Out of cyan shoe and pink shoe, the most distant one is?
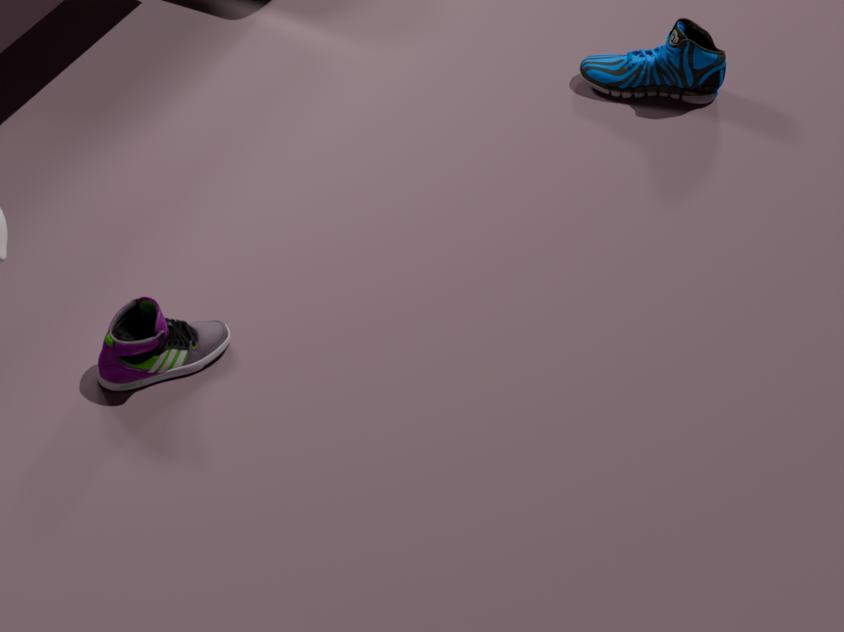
cyan shoe
